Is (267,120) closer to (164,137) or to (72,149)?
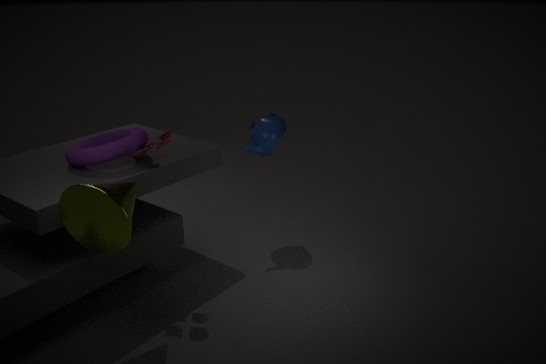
(164,137)
